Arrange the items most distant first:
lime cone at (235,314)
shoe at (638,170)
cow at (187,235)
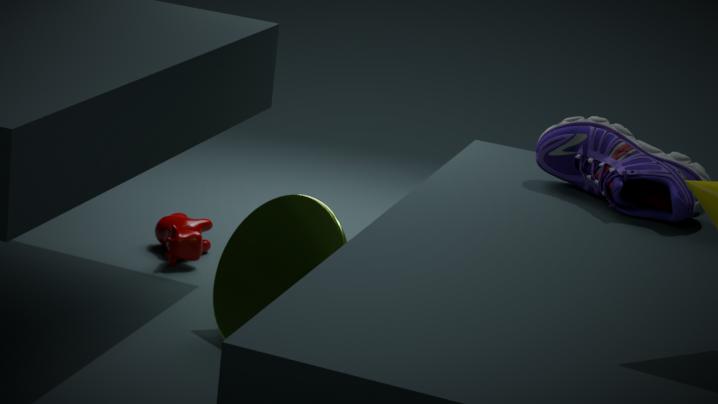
cow at (187,235) < shoe at (638,170) < lime cone at (235,314)
